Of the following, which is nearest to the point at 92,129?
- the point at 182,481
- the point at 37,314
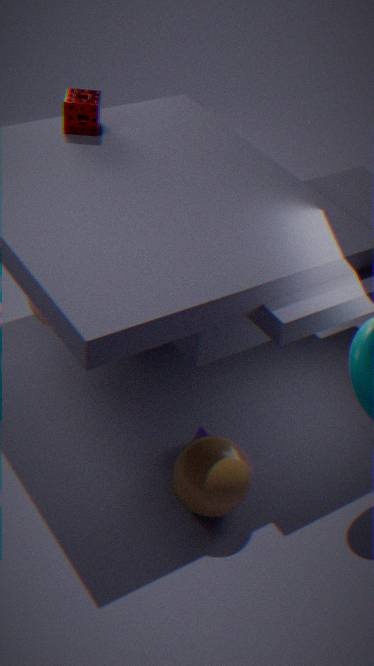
the point at 37,314
